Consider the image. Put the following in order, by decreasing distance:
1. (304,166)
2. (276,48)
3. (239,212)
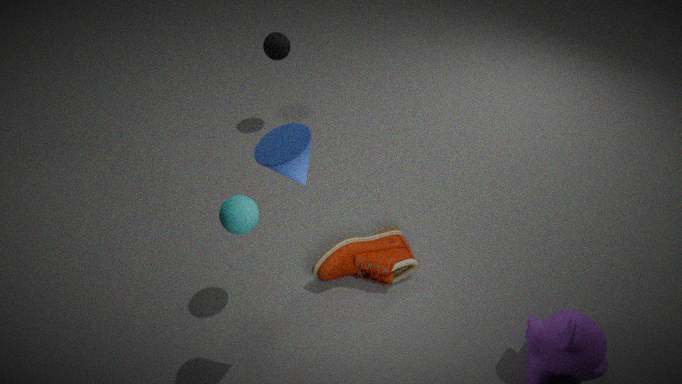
1. (276,48)
2. (239,212)
3. (304,166)
